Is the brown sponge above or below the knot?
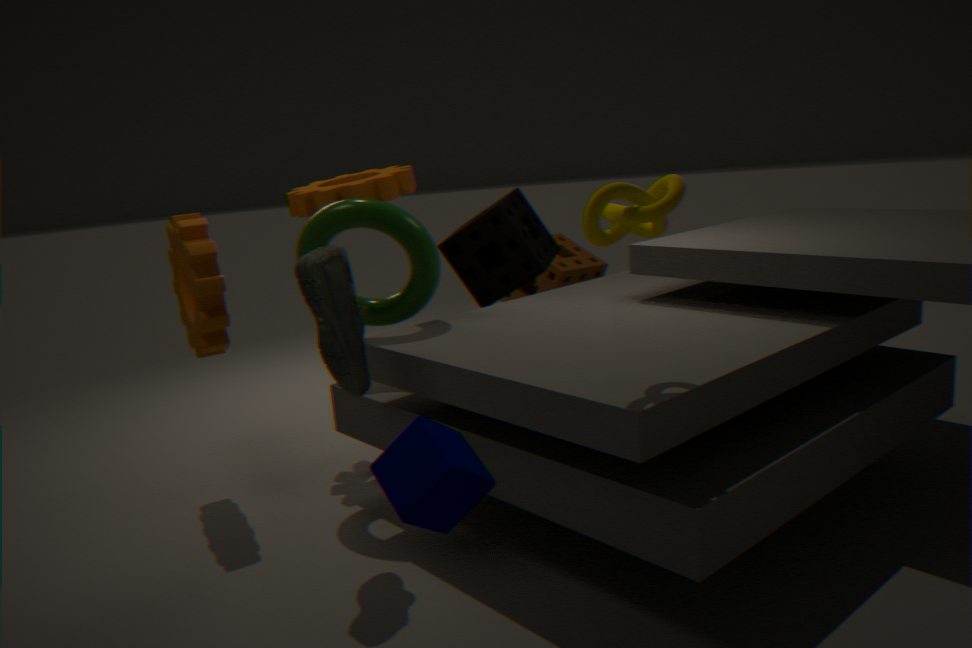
below
